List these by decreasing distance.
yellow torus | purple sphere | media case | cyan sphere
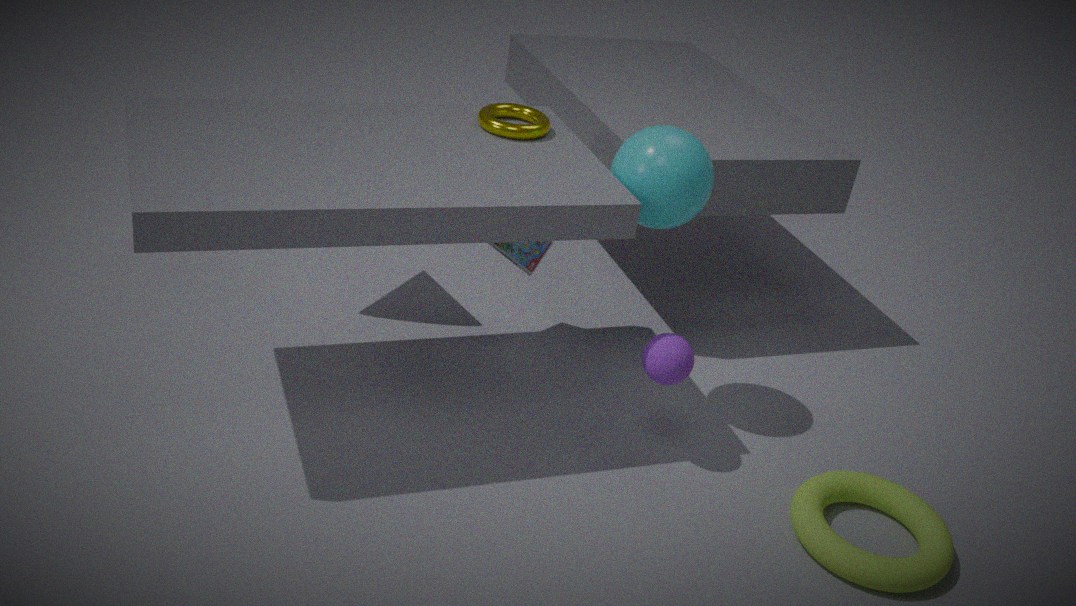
media case < yellow torus < purple sphere < cyan sphere
